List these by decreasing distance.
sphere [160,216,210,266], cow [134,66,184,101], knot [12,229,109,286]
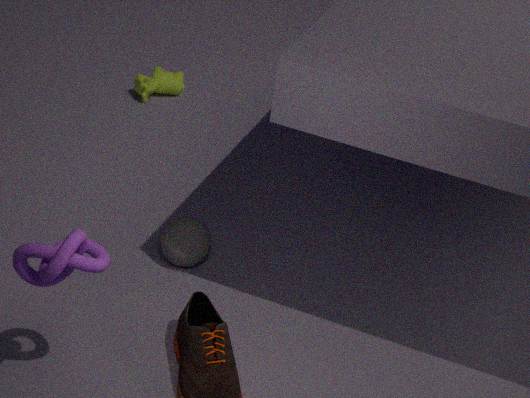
cow [134,66,184,101], sphere [160,216,210,266], knot [12,229,109,286]
